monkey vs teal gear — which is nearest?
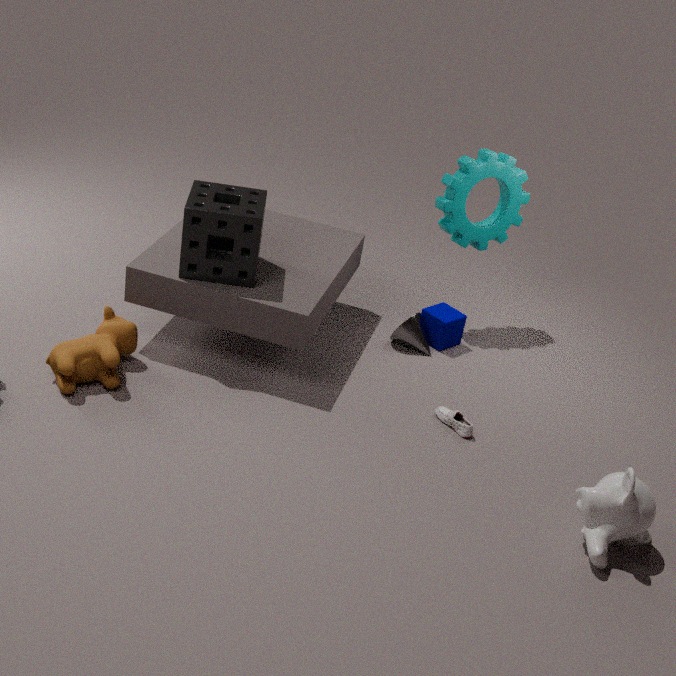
monkey
